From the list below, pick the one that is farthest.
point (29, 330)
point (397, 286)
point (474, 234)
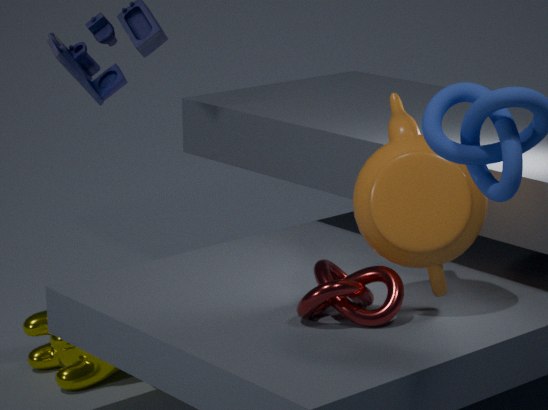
point (29, 330)
